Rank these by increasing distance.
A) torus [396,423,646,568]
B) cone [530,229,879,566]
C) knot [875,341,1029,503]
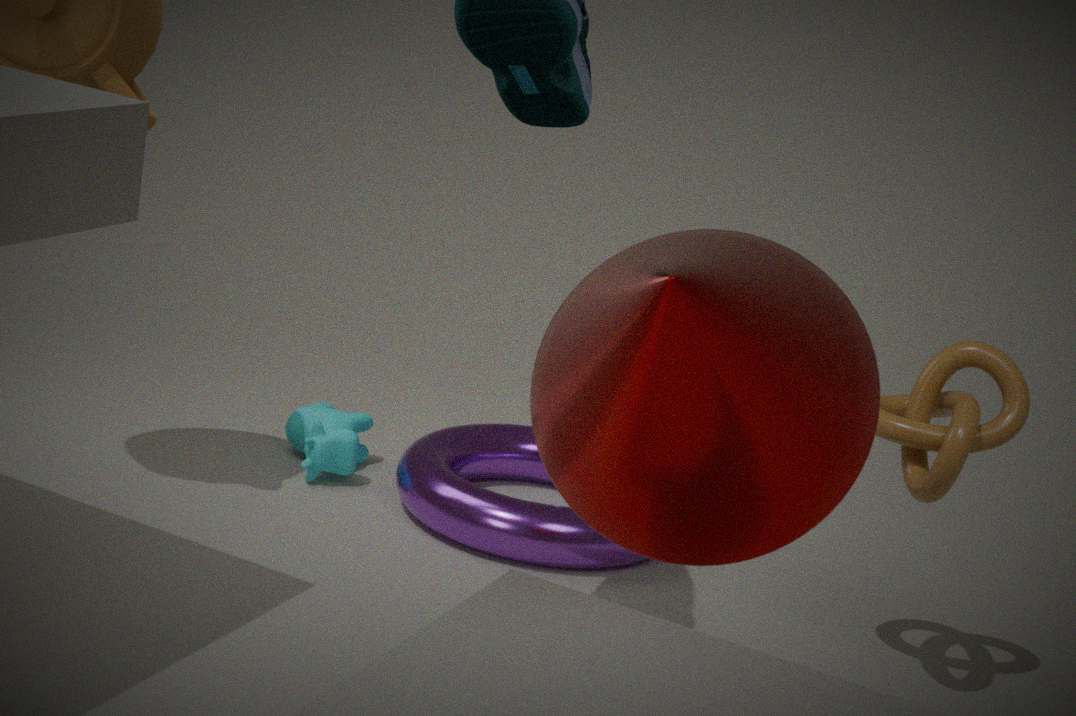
cone [530,229,879,566]
knot [875,341,1029,503]
torus [396,423,646,568]
